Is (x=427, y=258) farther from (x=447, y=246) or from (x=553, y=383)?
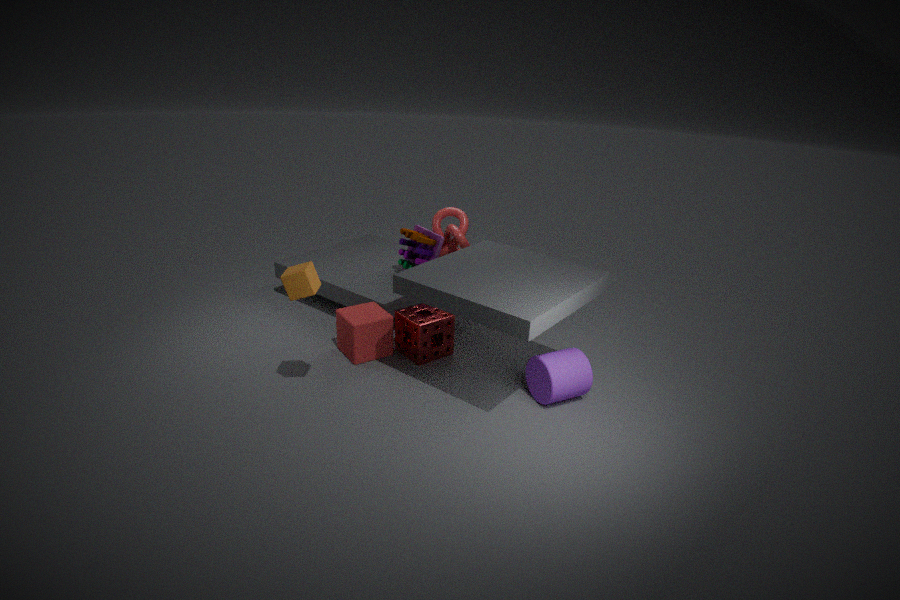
(x=553, y=383)
